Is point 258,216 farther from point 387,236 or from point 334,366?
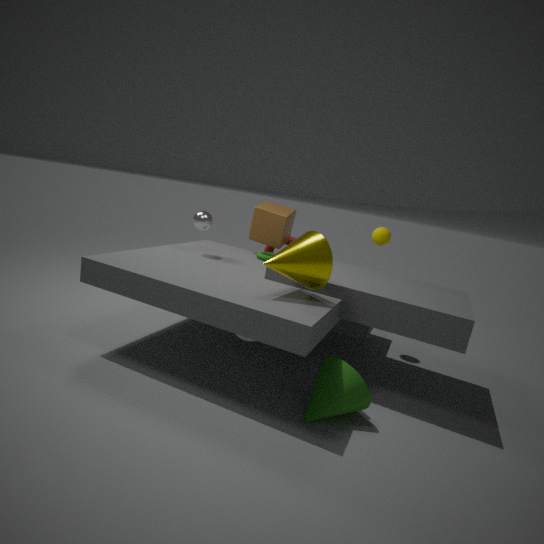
point 334,366
